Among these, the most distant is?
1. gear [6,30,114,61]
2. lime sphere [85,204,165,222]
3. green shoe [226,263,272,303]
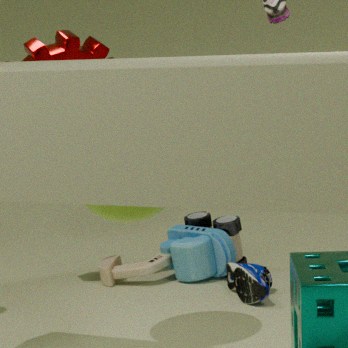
gear [6,30,114,61]
